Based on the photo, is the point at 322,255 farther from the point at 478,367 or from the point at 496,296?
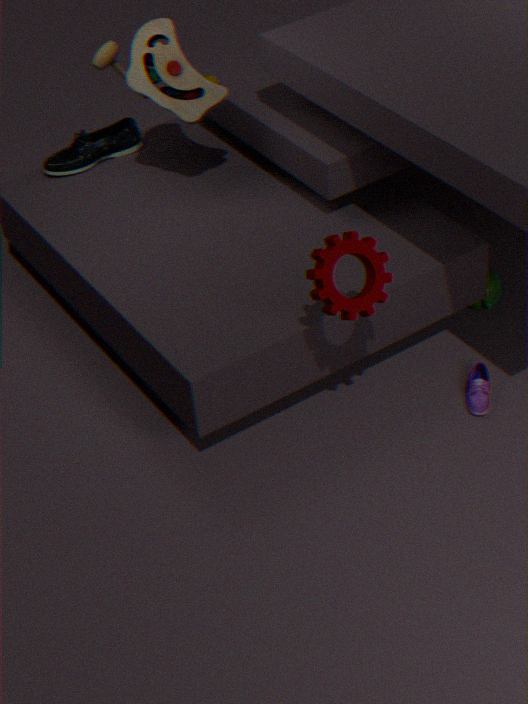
the point at 496,296
